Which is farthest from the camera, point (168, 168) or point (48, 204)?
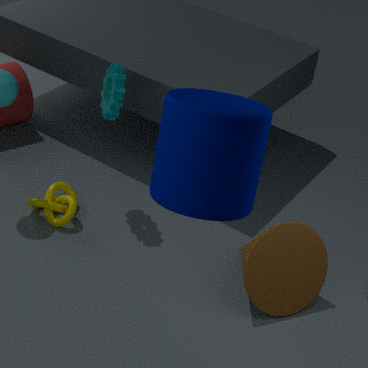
point (48, 204)
